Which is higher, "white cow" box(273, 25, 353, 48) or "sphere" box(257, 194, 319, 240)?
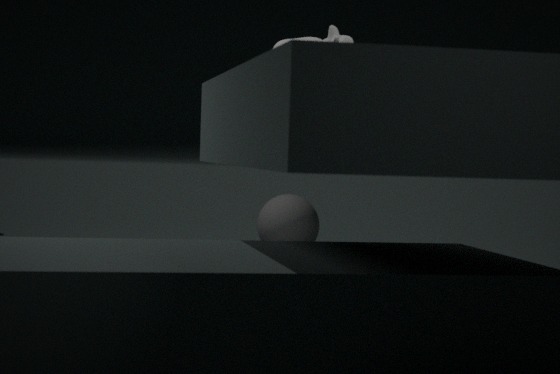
"white cow" box(273, 25, 353, 48)
